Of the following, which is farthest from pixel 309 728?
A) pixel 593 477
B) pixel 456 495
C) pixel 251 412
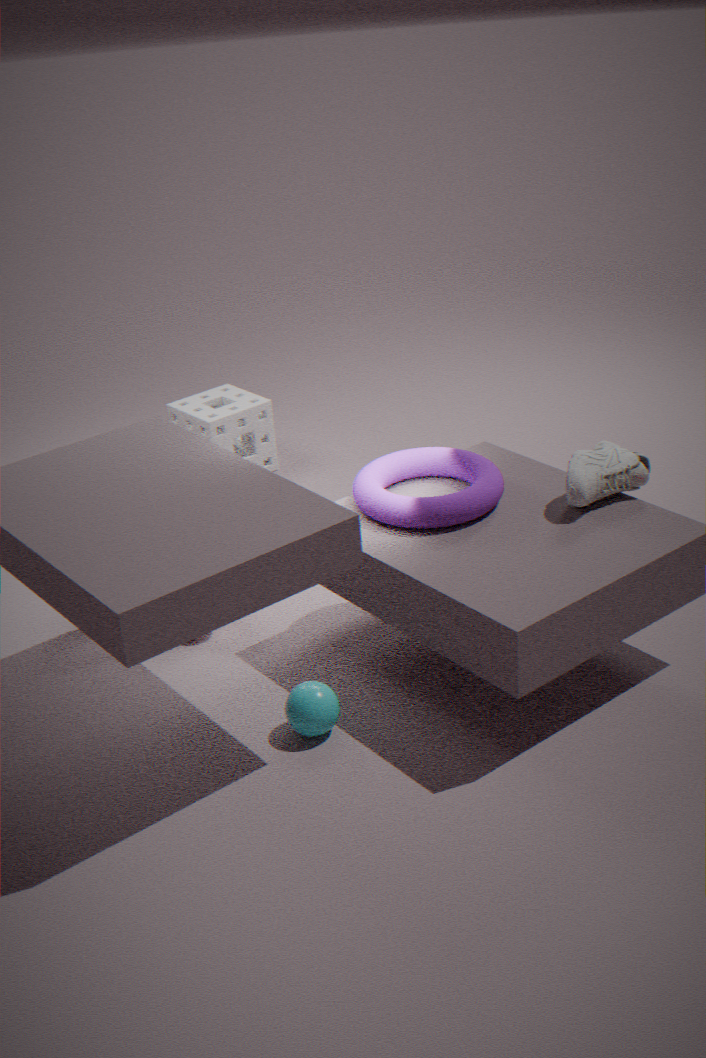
A: pixel 251 412
